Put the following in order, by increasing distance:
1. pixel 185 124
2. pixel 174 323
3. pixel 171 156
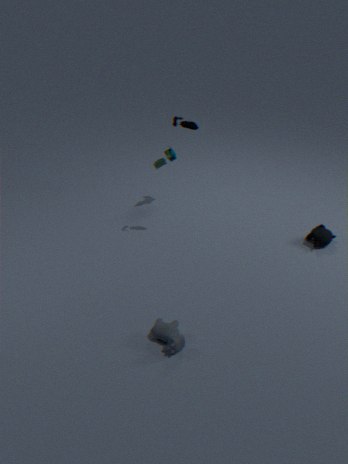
pixel 174 323, pixel 185 124, pixel 171 156
